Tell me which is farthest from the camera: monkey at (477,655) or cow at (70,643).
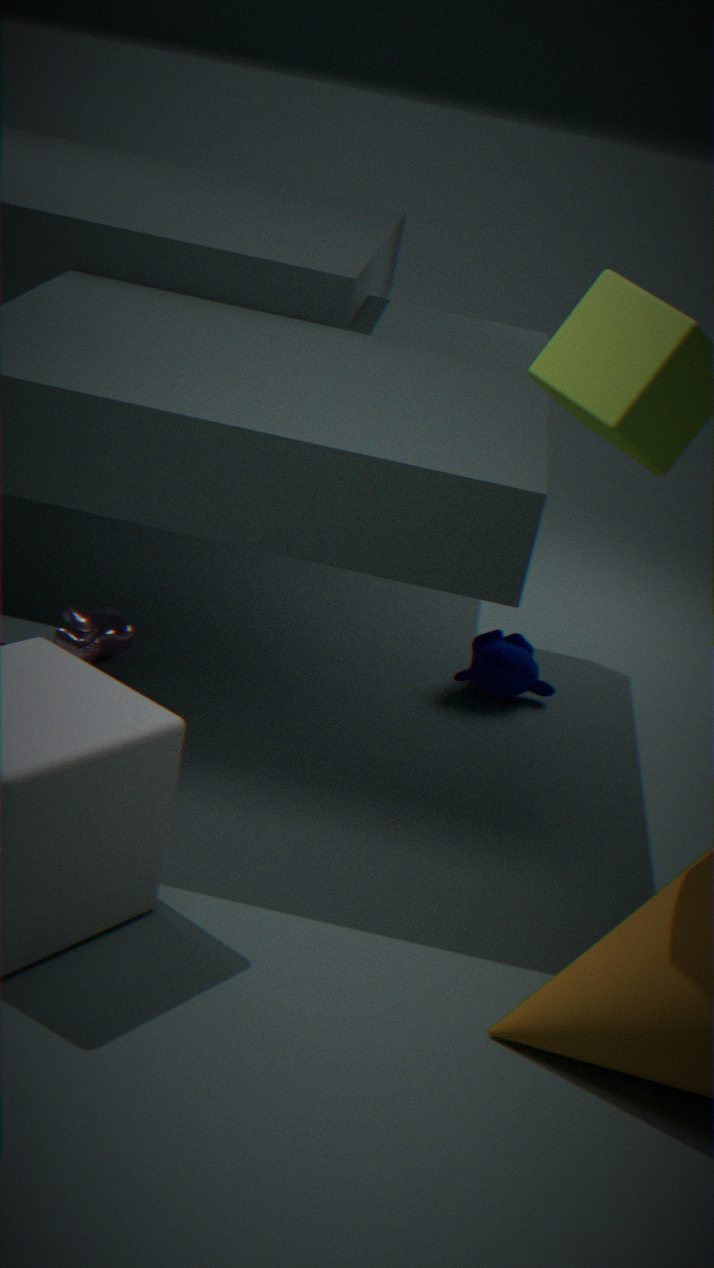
monkey at (477,655)
